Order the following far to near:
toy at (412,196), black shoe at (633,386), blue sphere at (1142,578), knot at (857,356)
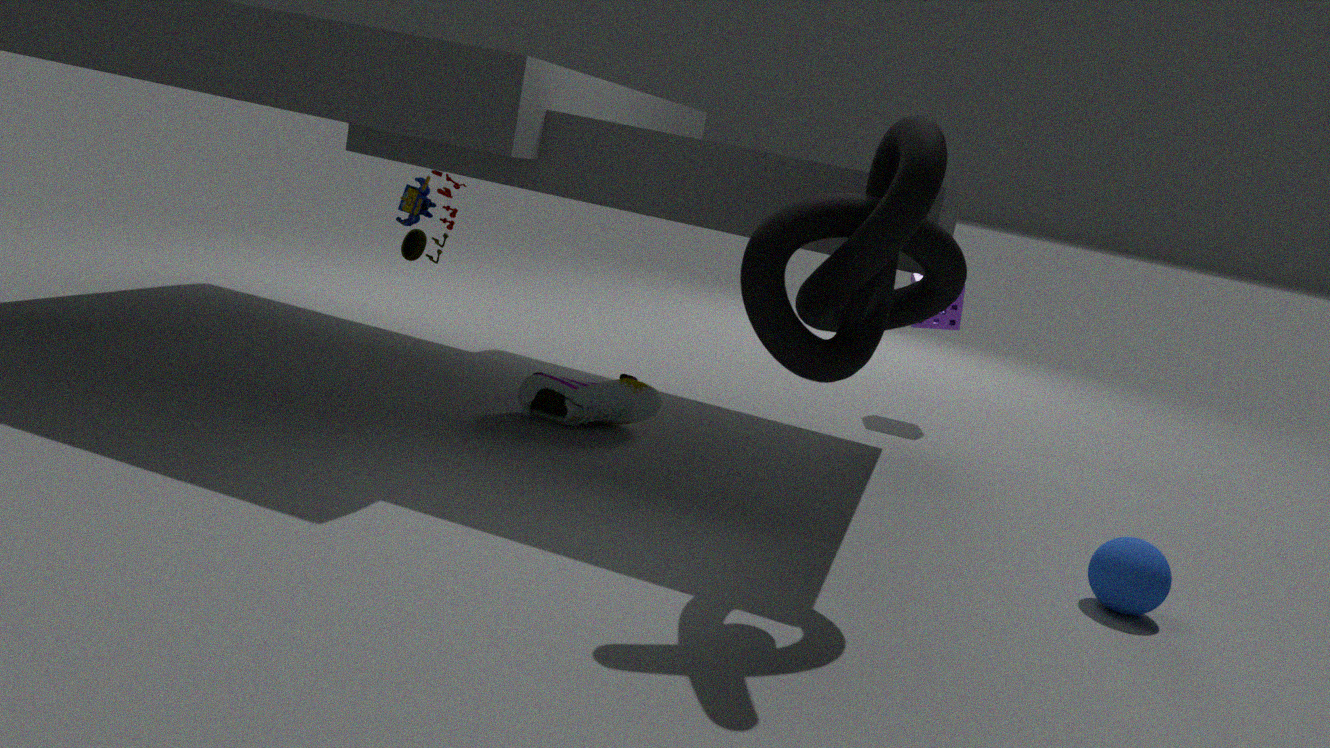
toy at (412,196), black shoe at (633,386), blue sphere at (1142,578), knot at (857,356)
